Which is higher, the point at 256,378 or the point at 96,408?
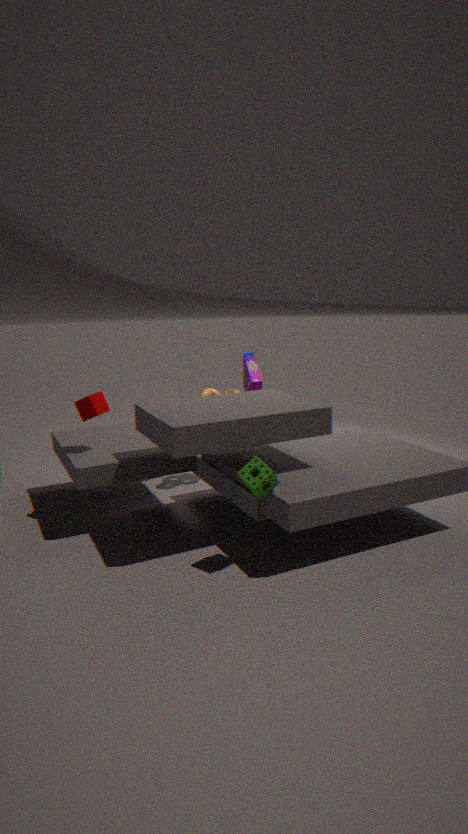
the point at 96,408
